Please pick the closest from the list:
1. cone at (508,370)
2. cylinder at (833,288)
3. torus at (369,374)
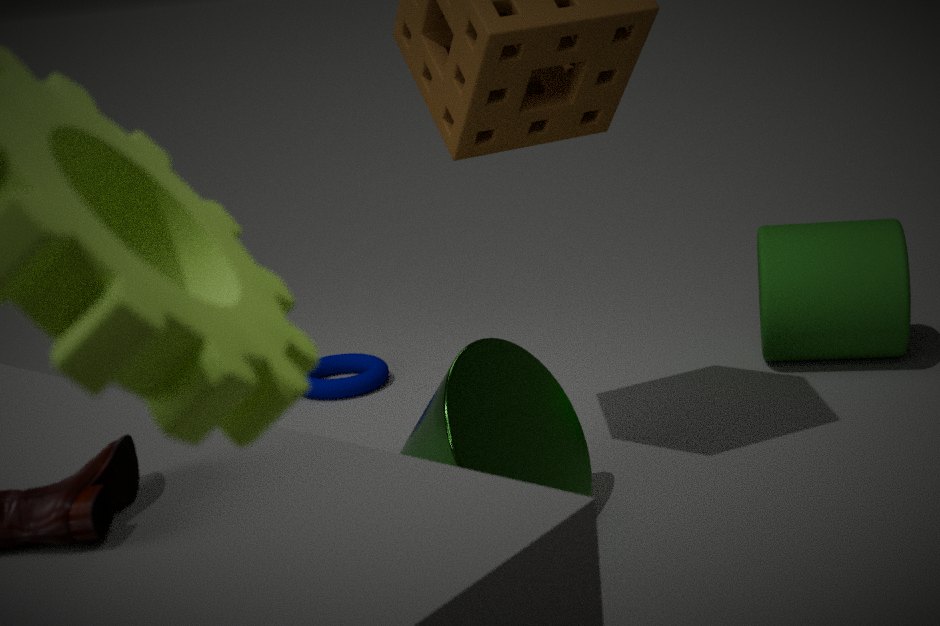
cone at (508,370)
